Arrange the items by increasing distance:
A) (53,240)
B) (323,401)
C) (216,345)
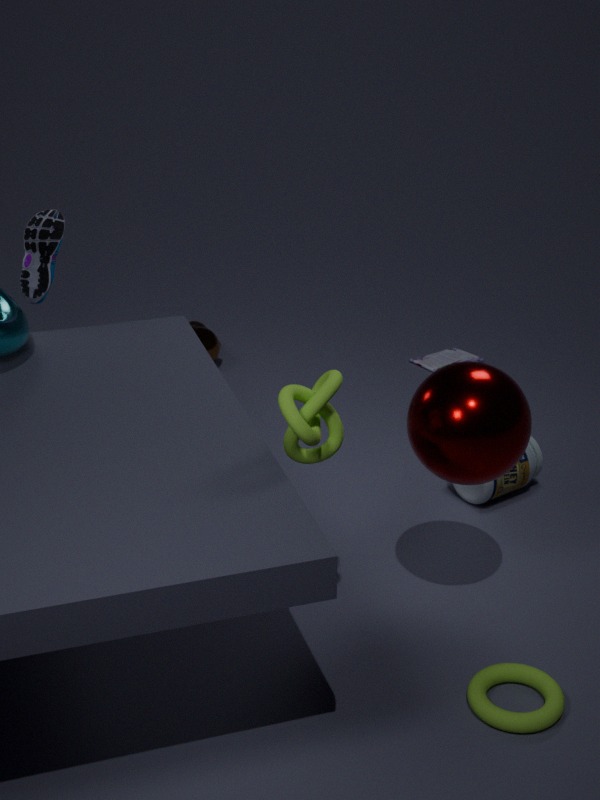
(323,401) → (53,240) → (216,345)
